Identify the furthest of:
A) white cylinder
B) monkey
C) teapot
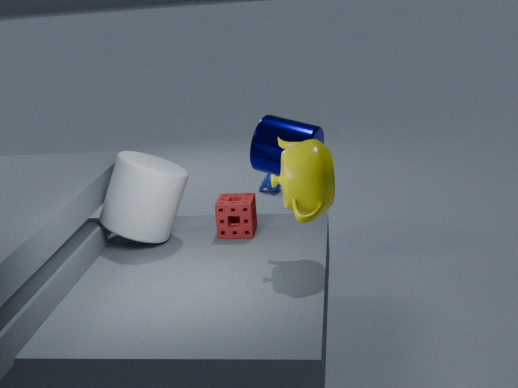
monkey
